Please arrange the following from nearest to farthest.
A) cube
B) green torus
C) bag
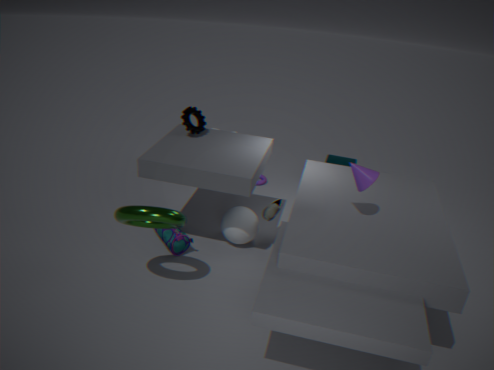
green torus
bag
cube
